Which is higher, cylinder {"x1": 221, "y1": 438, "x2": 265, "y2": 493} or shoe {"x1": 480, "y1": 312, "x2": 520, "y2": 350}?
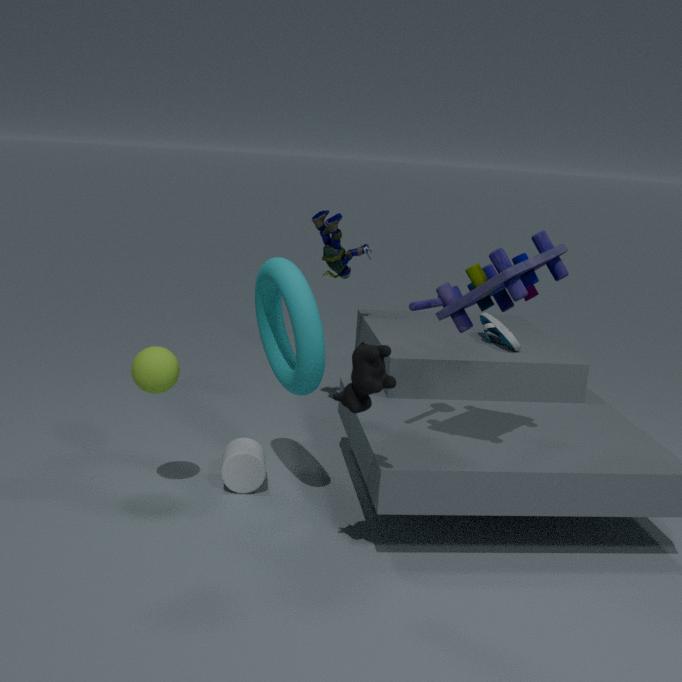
shoe {"x1": 480, "y1": 312, "x2": 520, "y2": 350}
